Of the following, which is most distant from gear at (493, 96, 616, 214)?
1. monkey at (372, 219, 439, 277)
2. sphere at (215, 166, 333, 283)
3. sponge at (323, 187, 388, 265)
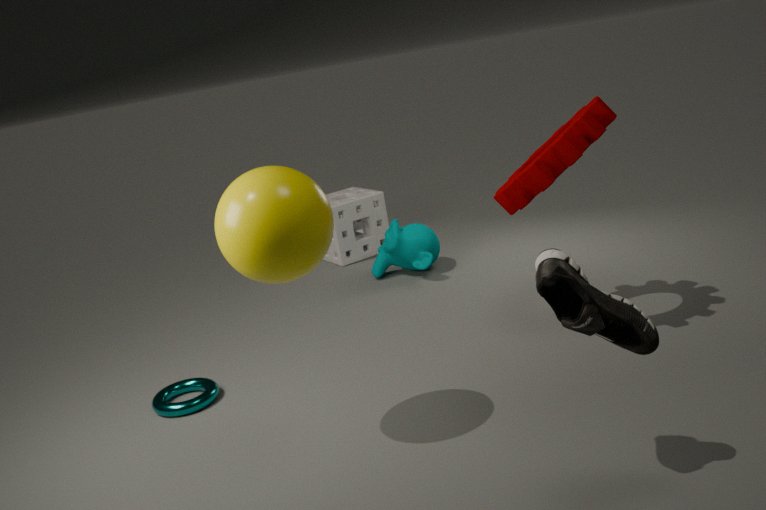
sponge at (323, 187, 388, 265)
